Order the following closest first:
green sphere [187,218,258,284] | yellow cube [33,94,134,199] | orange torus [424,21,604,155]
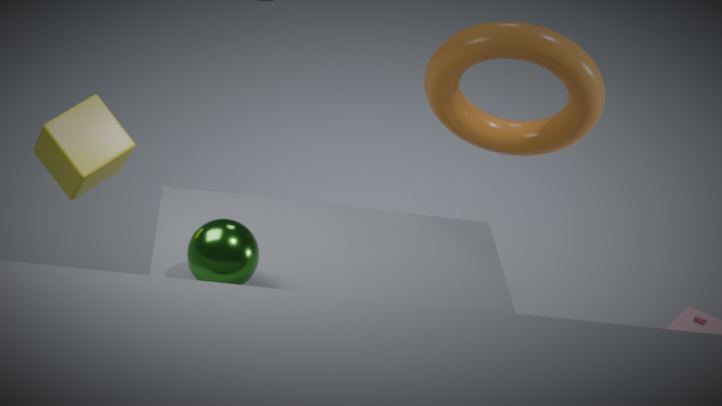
green sphere [187,218,258,284]
yellow cube [33,94,134,199]
orange torus [424,21,604,155]
